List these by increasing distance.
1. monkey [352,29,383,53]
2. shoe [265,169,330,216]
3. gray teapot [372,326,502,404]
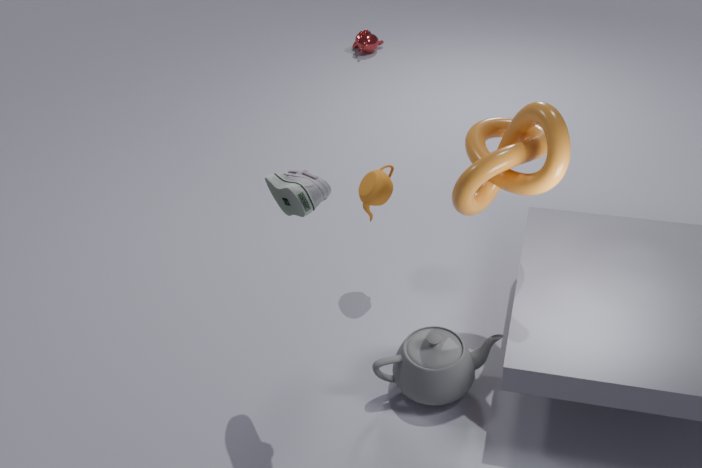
shoe [265,169,330,216] → gray teapot [372,326,502,404] → monkey [352,29,383,53]
